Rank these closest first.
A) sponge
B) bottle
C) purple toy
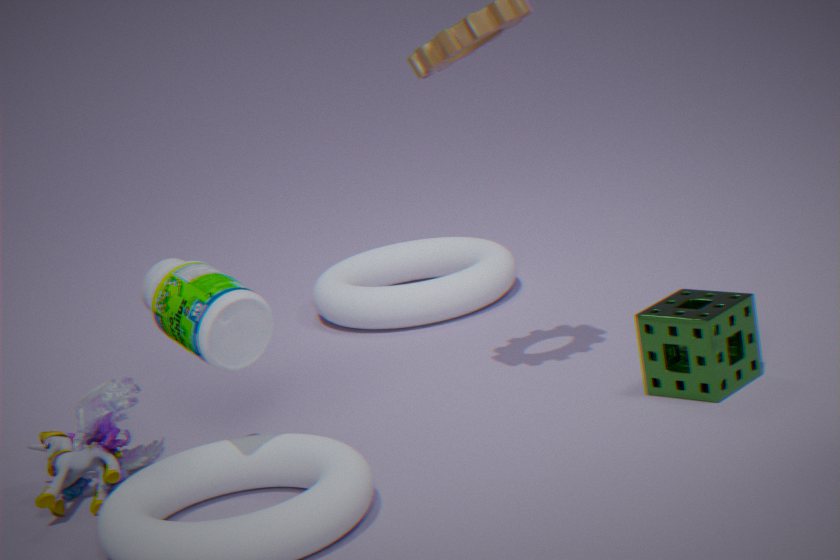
bottle < purple toy < sponge
